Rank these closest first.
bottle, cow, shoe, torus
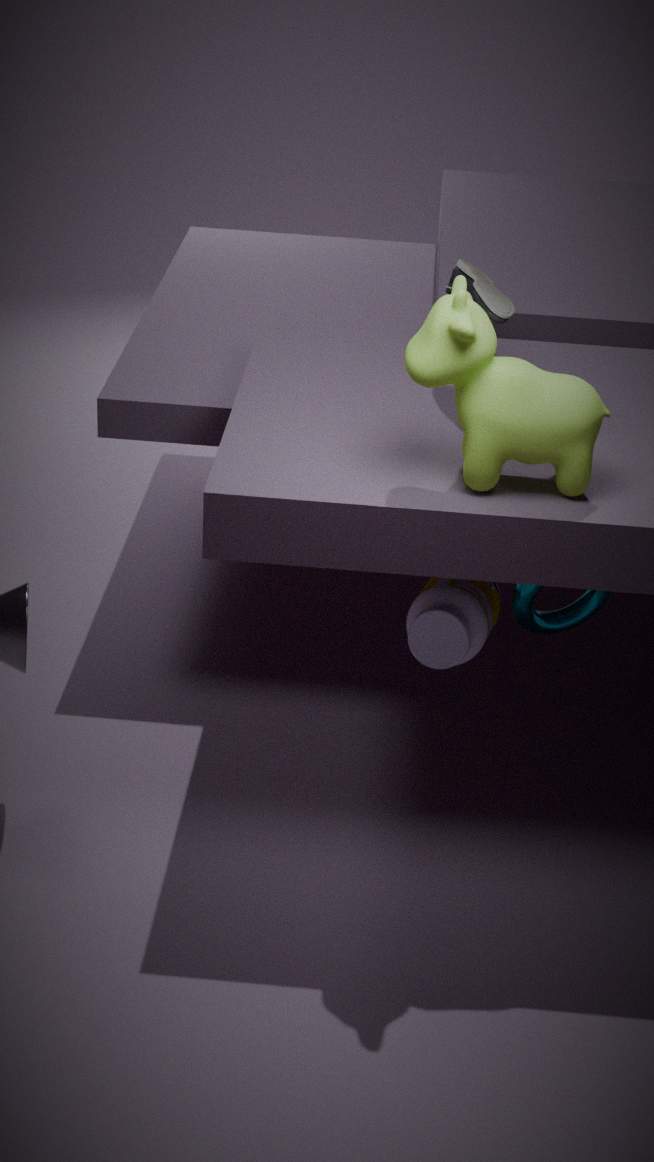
cow < bottle < torus < shoe
